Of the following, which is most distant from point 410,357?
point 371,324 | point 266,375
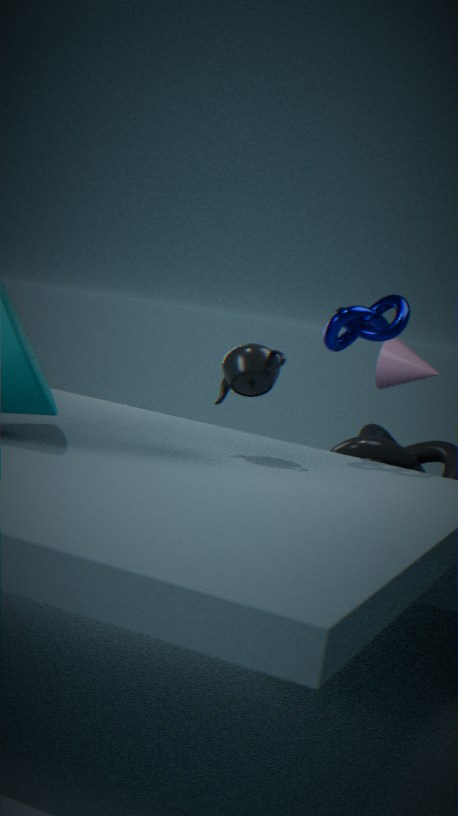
Answer: point 266,375
